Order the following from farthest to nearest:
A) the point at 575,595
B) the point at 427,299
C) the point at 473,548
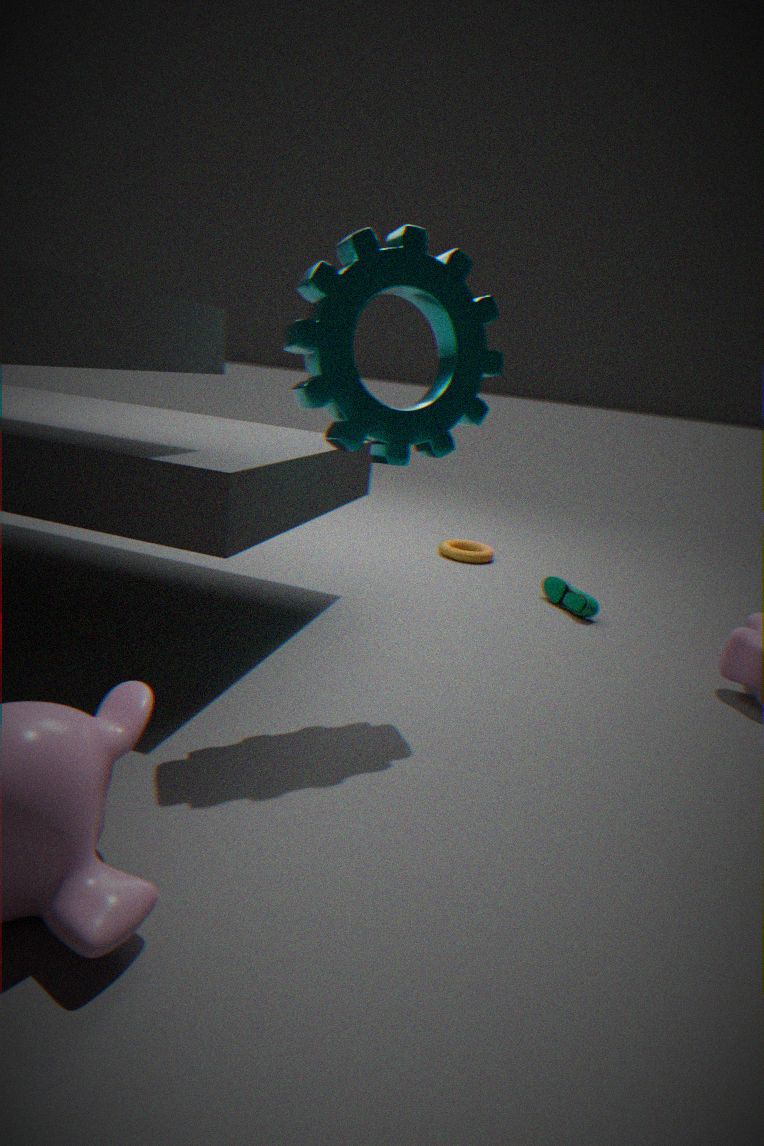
the point at 473,548
the point at 575,595
the point at 427,299
